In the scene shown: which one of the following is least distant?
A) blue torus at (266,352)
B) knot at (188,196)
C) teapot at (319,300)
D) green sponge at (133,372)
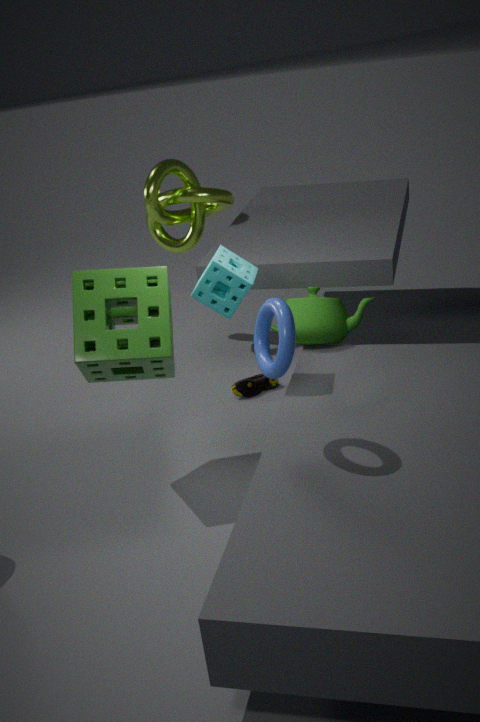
blue torus at (266,352)
